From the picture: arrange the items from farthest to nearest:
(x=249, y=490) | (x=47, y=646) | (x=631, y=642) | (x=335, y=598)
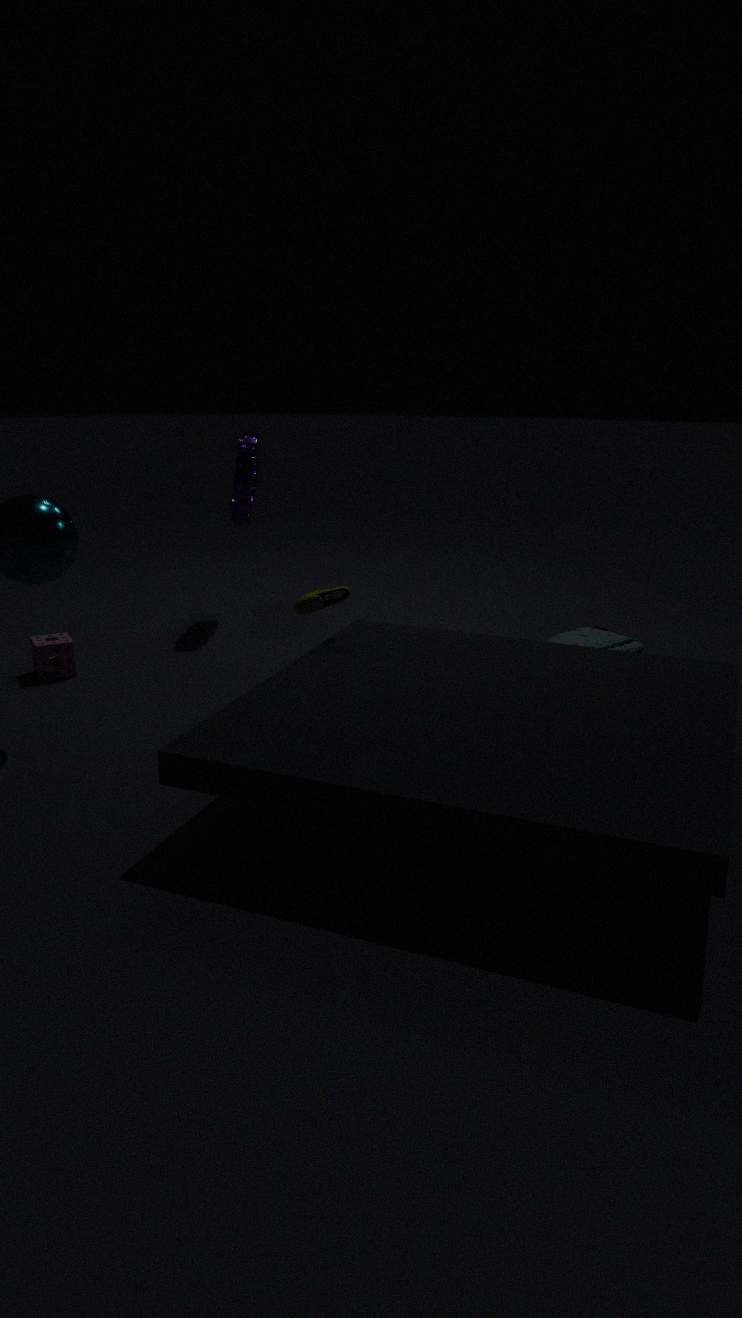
(x=249, y=490) < (x=631, y=642) < (x=47, y=646) < (x=335, y=598)
